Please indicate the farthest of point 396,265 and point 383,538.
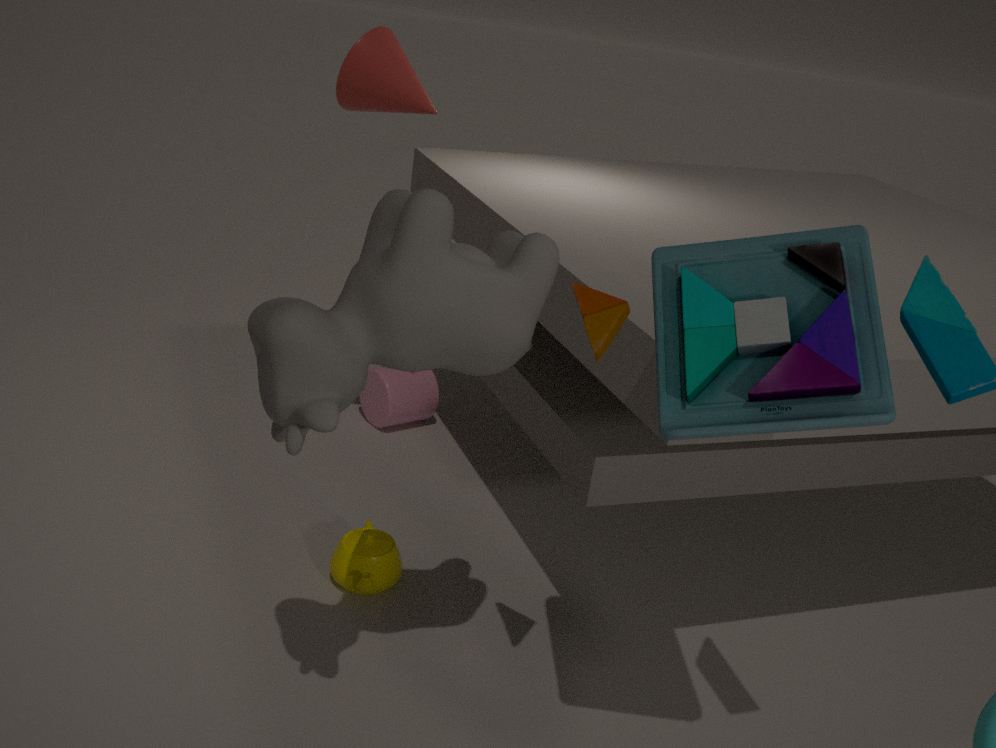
point 383,538
